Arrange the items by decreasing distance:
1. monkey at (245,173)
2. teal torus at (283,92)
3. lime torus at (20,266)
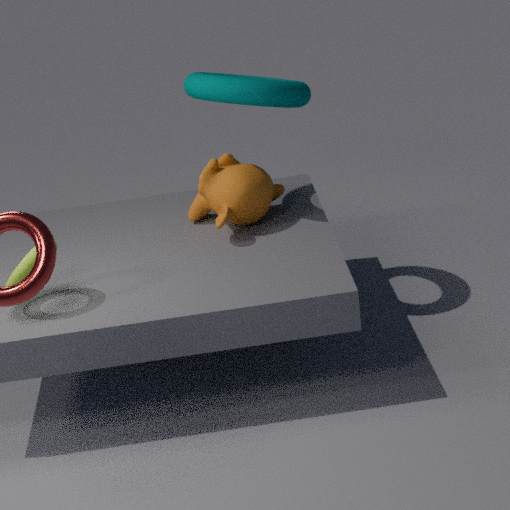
monkey at (245,173)
teal torus at (283,92)
lime torus at (20,266)
